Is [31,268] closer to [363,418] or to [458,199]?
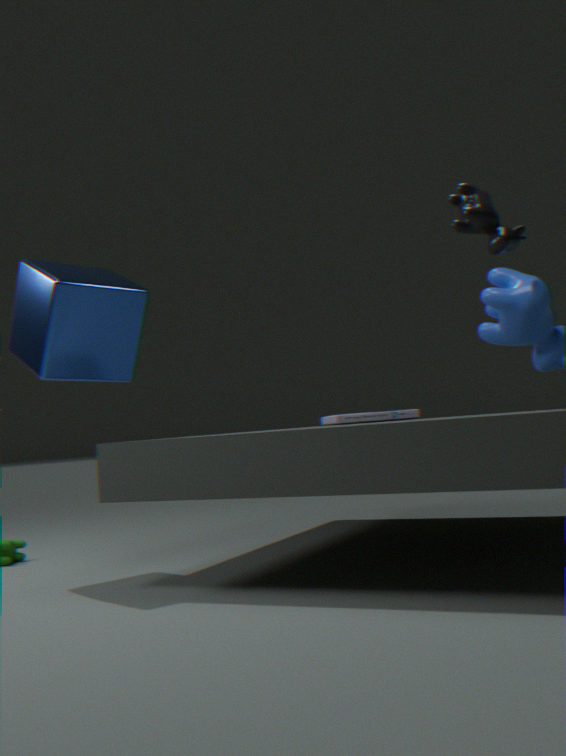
[363,418]
